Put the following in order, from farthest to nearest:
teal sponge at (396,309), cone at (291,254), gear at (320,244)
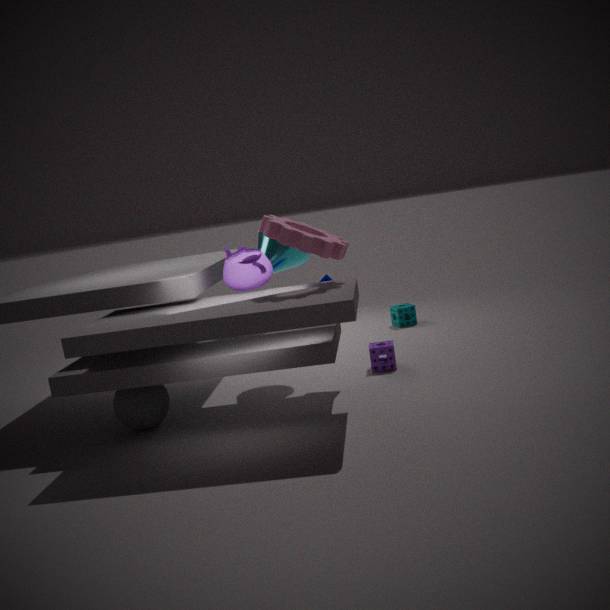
teal sponge at (396,309) < cone at (291,254) < gear at (320,244)
